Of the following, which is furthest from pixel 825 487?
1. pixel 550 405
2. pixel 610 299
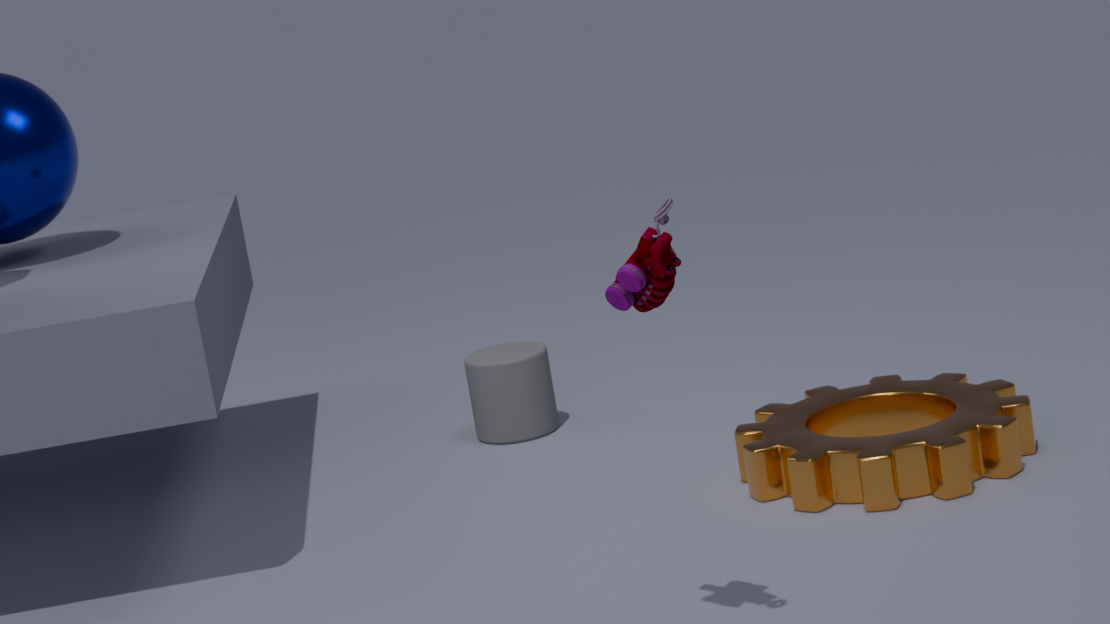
pixel 610 299
